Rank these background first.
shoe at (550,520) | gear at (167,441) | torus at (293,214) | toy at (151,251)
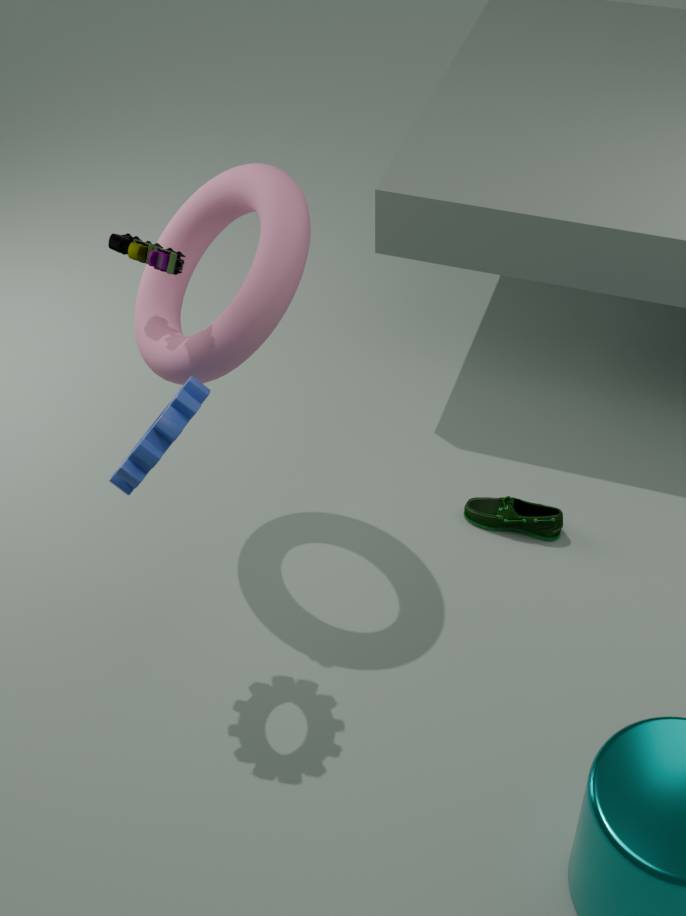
1. shoe at (550,520)
2. torus at (293,214)
3. toy at (151,251)
4. gear at (167,441)
